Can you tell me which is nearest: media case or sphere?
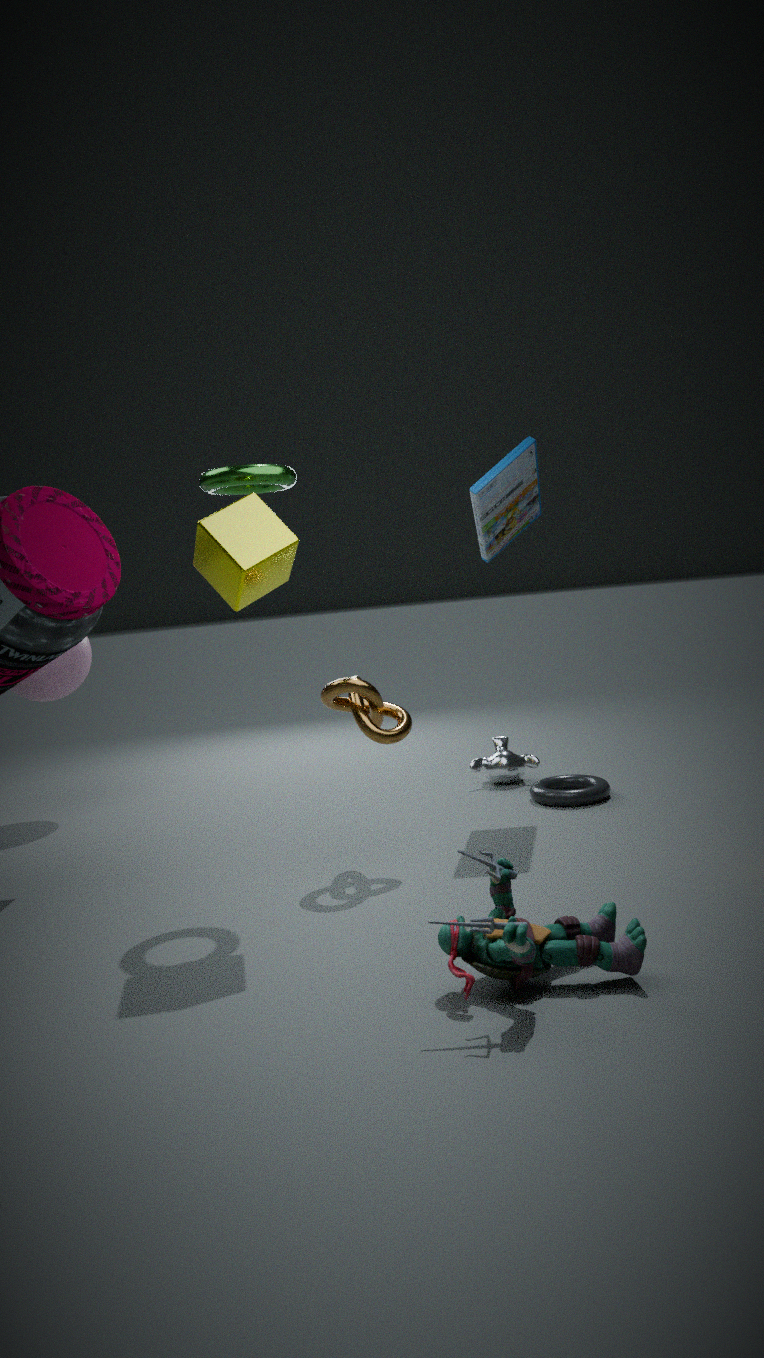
media case
